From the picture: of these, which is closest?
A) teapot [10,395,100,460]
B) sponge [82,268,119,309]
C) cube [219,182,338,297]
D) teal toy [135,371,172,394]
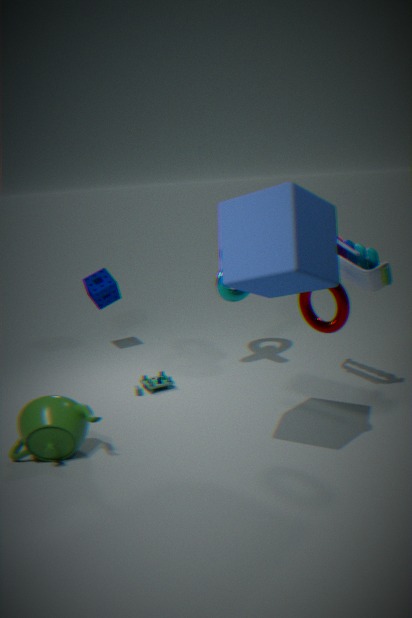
cube [219,182,338,297]
